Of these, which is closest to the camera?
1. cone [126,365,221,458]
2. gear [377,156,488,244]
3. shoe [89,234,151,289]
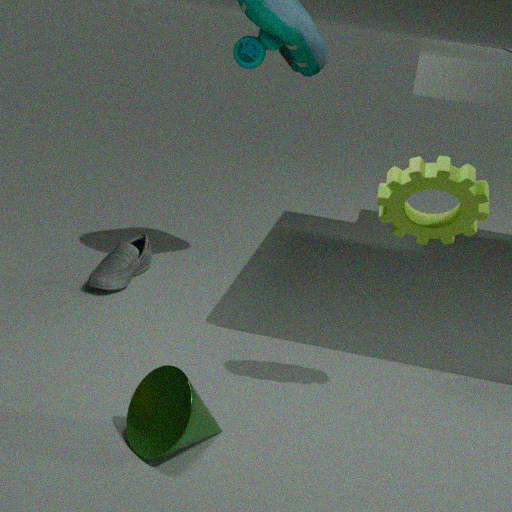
cone [126,365,221,458]
